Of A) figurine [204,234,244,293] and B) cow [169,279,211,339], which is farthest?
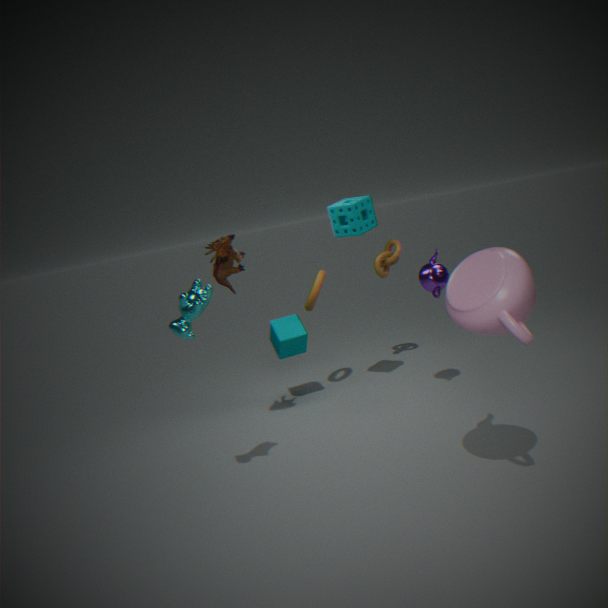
A. figurine [204,234,244,293]
